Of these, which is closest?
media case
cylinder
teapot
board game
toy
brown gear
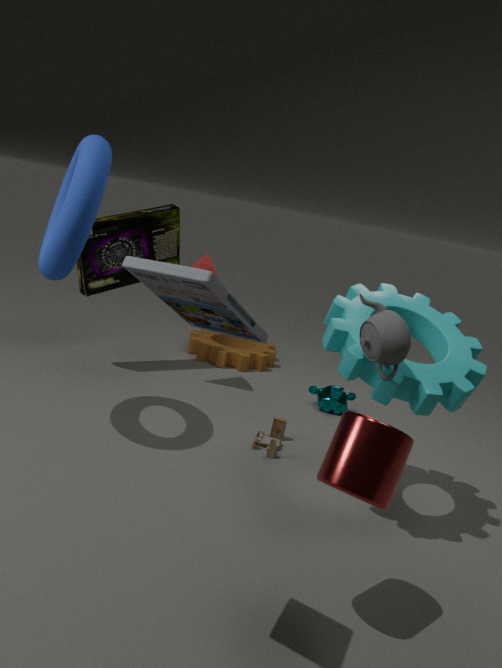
media case
